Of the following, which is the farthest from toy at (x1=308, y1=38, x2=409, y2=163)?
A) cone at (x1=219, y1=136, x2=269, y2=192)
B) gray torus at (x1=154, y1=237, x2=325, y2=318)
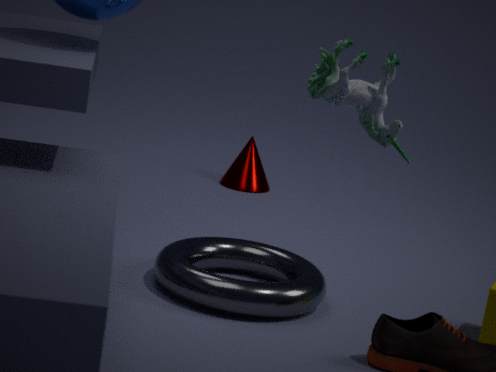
cone at (x1=219, y1=136, x2=269, y2=192)
